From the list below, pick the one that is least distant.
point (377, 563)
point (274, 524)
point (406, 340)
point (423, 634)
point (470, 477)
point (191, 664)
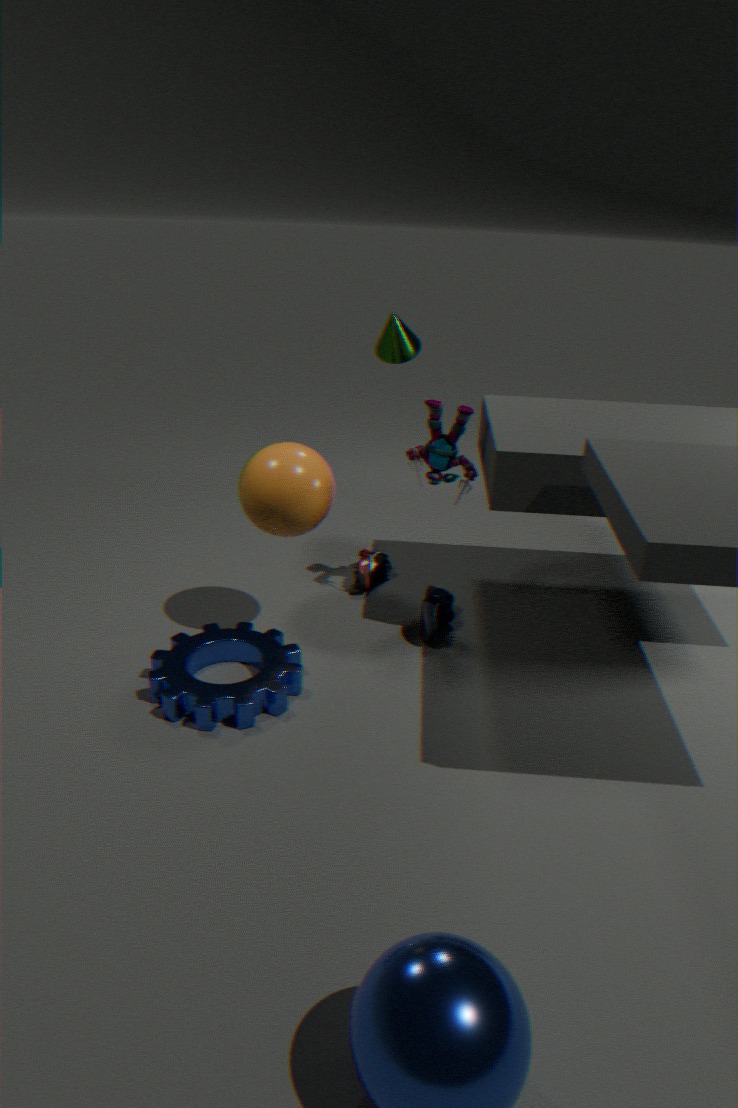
point (274, 524)
